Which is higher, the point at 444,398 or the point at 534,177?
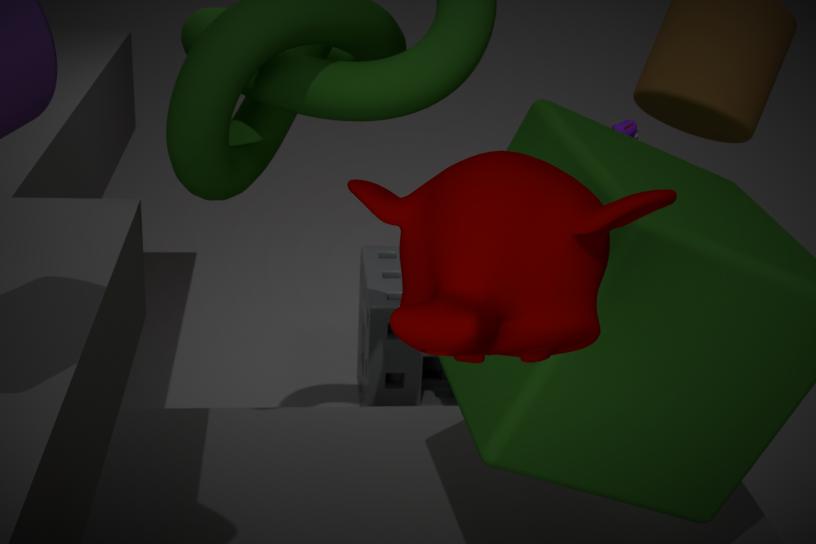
the point at 534,177
